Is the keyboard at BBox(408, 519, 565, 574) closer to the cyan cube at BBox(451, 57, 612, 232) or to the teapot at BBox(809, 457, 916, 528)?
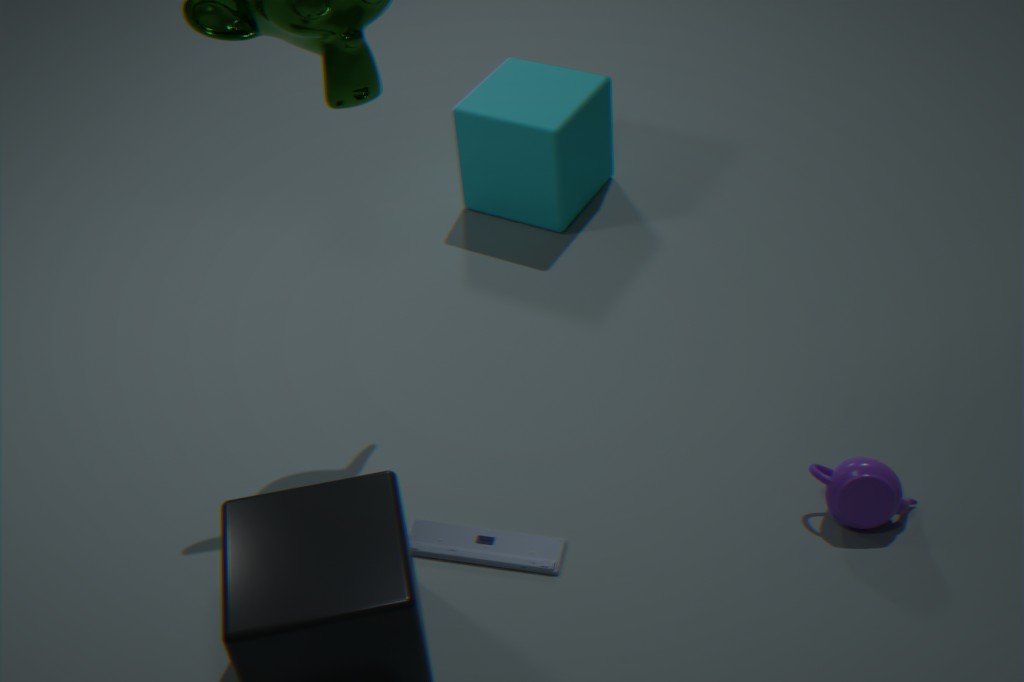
the teapot at BBox(809, 457, 916, 528)
